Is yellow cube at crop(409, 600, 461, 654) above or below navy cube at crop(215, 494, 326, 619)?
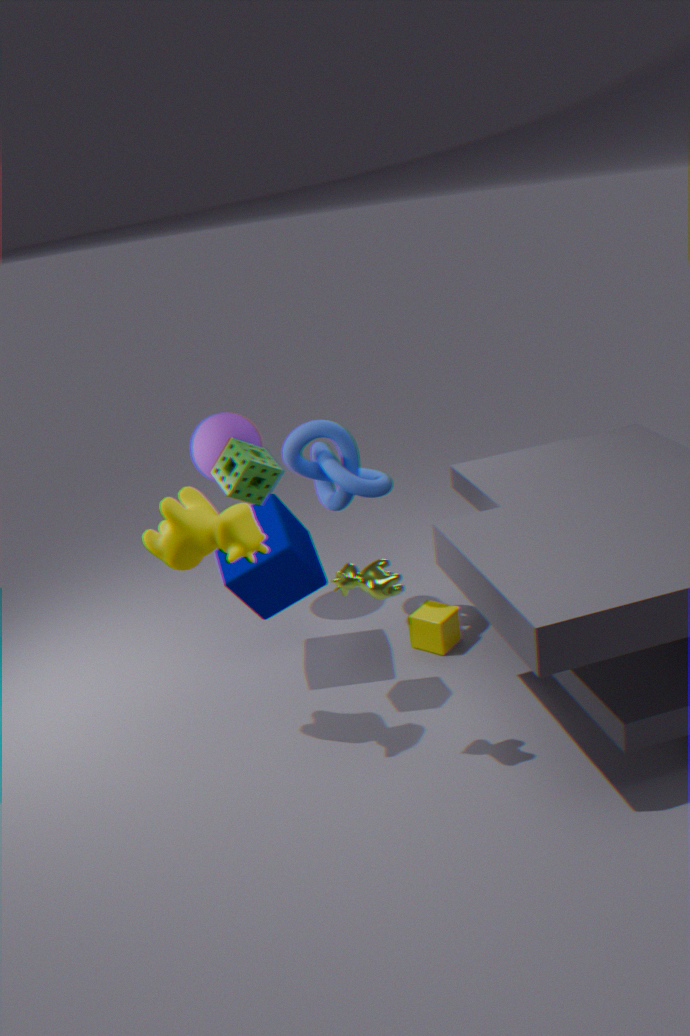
below
